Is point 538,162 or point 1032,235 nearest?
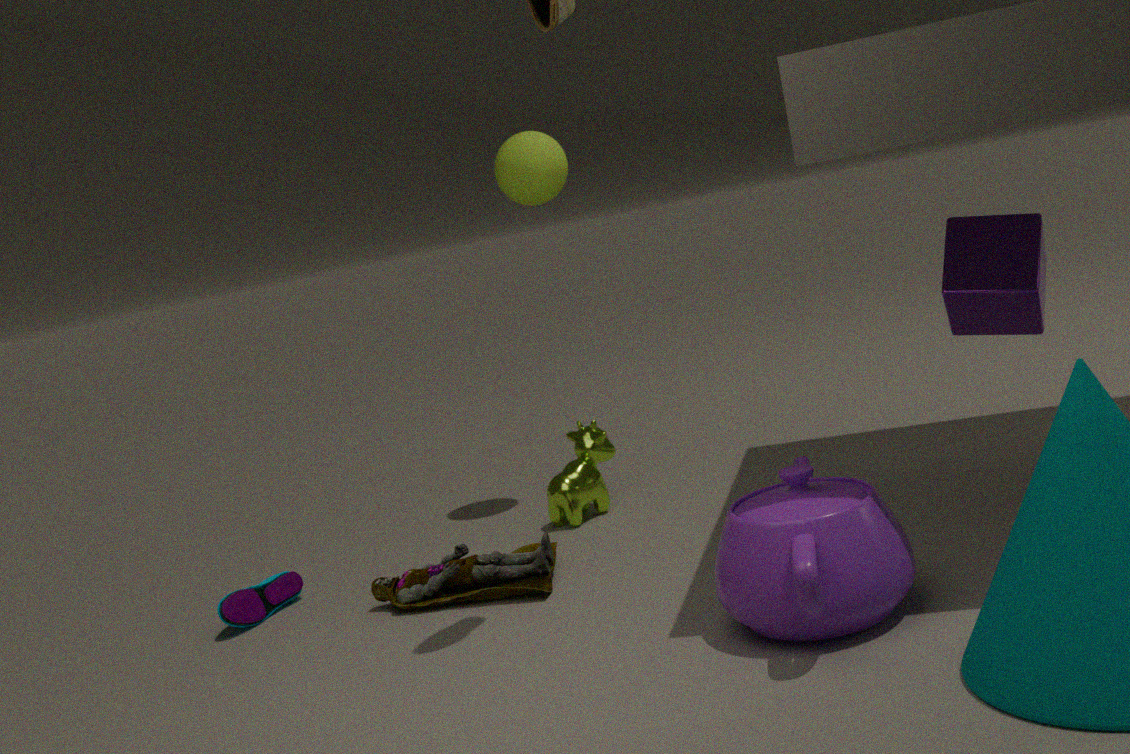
point 1032,235
